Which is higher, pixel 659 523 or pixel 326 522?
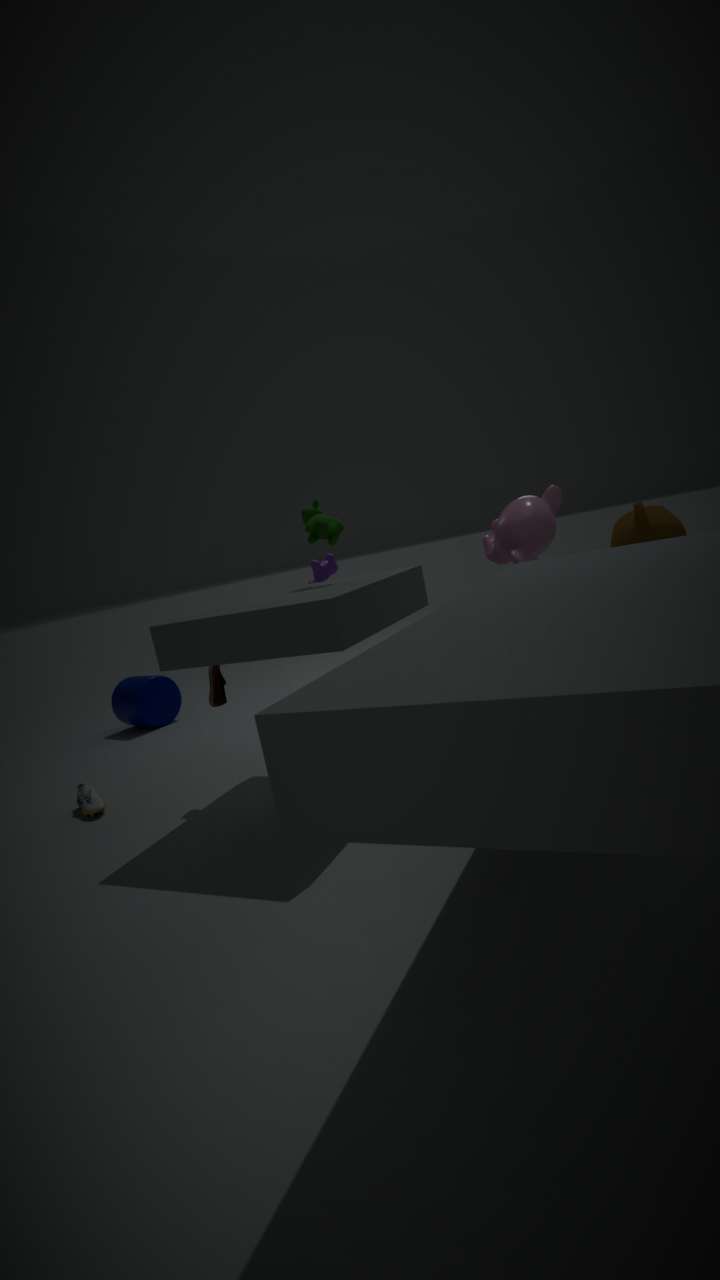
pixel 326 522
